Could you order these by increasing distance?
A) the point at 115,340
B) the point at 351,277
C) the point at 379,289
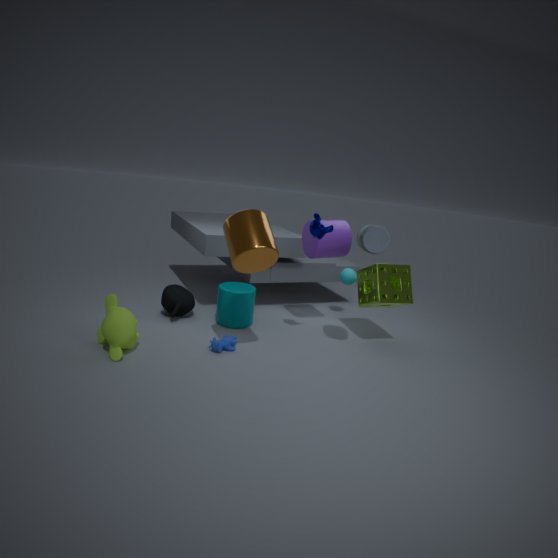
1. the point at 115,340
2. the point at 379,289
3. the point at 351,277
